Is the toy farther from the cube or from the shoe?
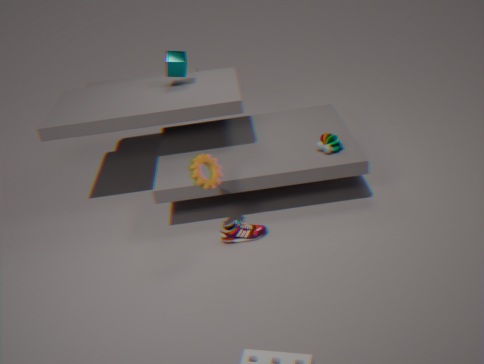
the cube
